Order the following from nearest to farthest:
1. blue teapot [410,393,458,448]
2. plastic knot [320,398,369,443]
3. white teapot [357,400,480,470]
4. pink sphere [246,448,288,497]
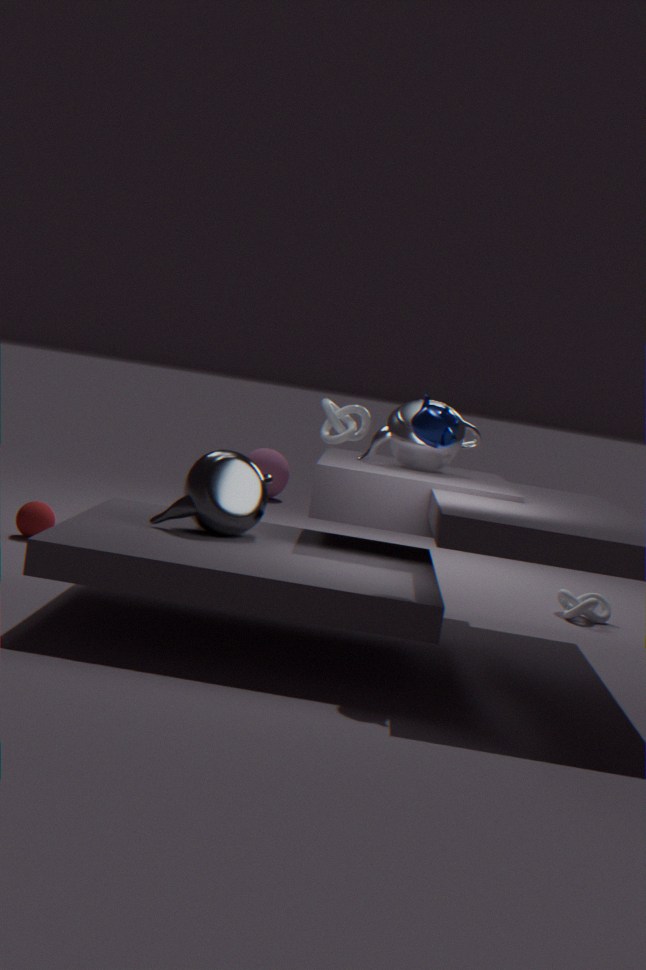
blue teapot [410,393,458,448]
white teapot [357,400,480,470]
plastic knot [320,398,369,443]
pink sphere [246,448,288,497]
